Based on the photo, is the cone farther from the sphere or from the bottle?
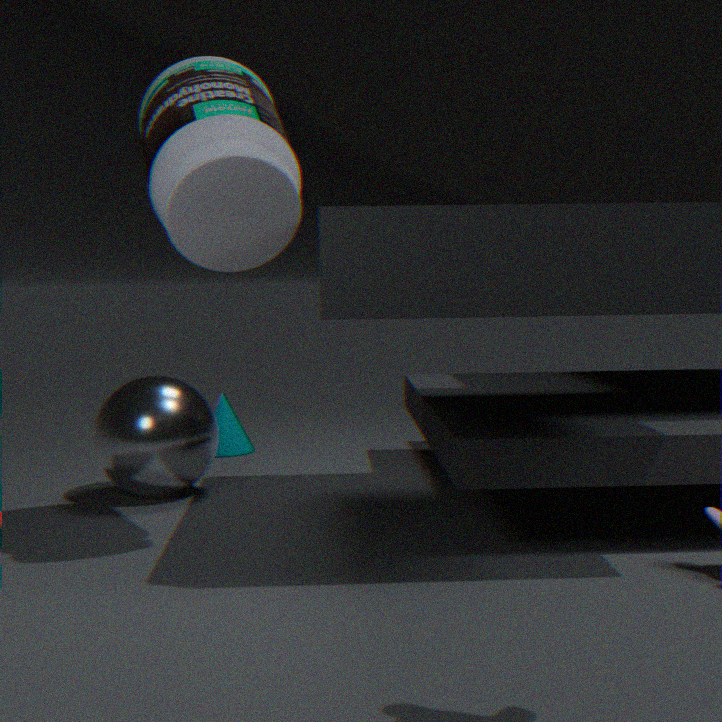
the bottle
